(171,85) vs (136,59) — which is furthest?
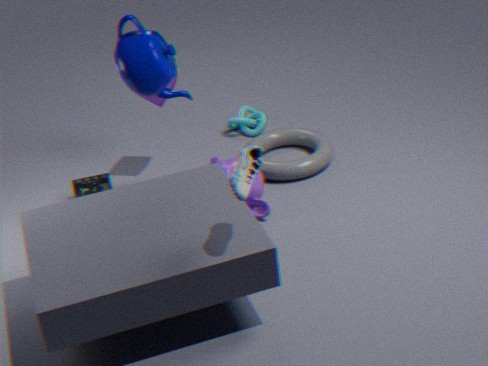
(171,85)
